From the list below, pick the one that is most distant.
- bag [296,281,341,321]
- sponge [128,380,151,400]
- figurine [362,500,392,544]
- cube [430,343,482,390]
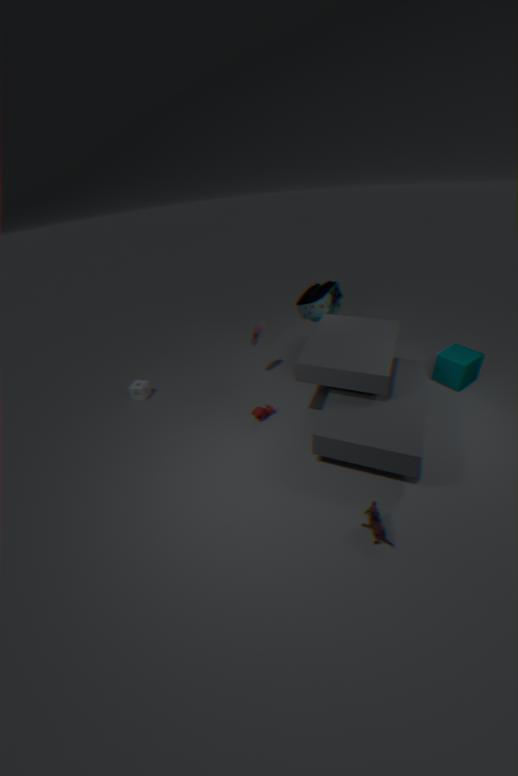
sponge [128,380,151,400]
